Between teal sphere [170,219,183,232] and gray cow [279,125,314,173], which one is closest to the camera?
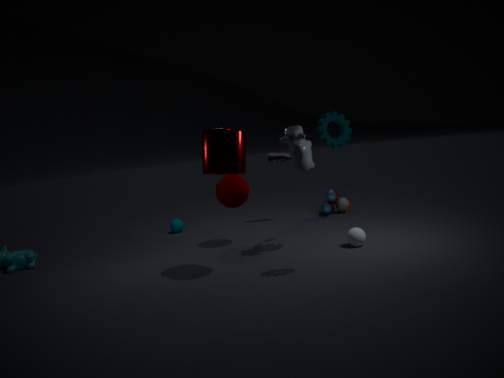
gray cow [279,125,314,173]
